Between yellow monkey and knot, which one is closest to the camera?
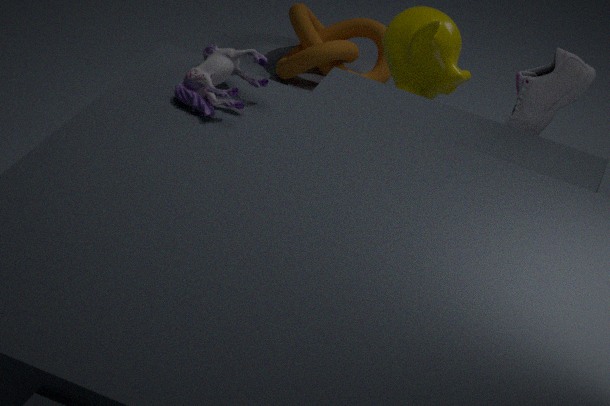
yellow monkey
